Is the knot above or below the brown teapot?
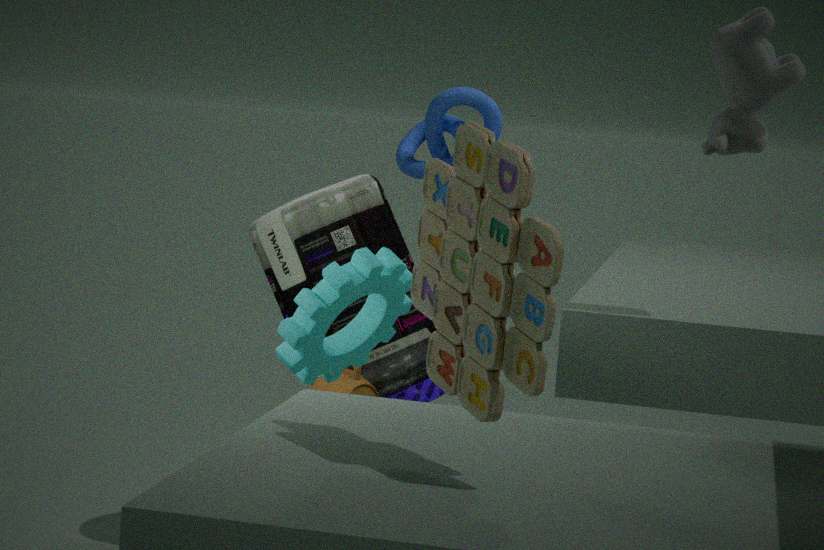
above
